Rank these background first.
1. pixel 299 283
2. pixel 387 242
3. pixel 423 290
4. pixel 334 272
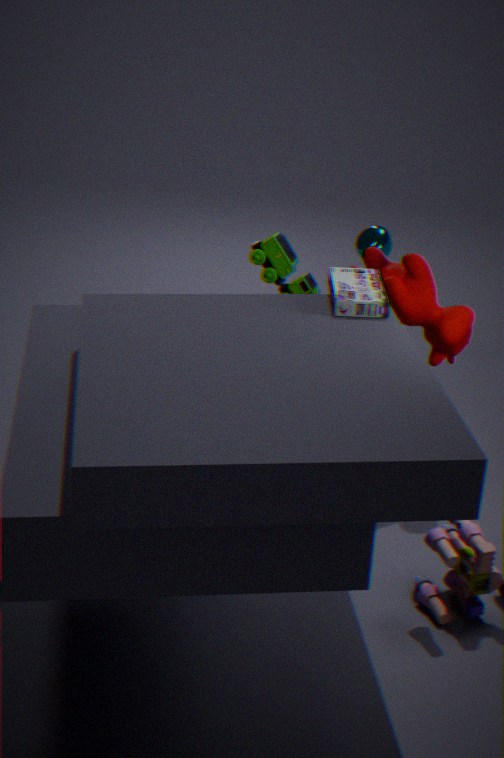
1. pixel 387 242
2. pixel 299 283
3. pixel 423 290
4. pixel 334 272
